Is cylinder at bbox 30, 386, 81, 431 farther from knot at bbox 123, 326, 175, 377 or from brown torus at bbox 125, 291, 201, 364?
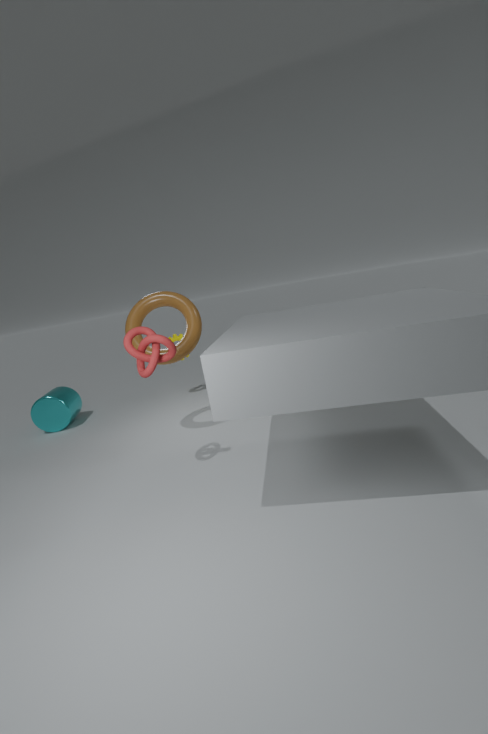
knot at bbox 123, 326, 175, 377
